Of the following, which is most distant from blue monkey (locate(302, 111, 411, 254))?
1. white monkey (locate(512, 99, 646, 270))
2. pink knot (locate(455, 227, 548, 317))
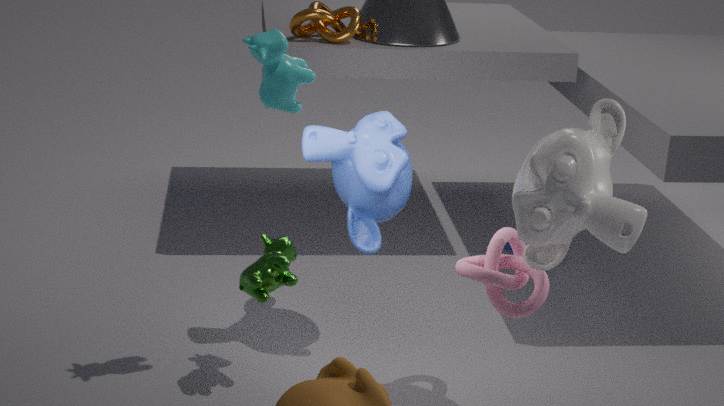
white monkey (locate(512, 99, 646, 270))
